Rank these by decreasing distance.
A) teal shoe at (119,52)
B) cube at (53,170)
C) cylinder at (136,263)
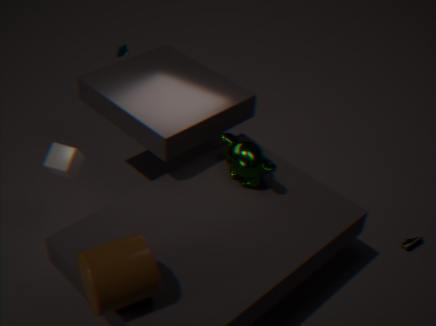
teal shoe at (119,52)
cube at (53,170)
cylinder at (136,263)
